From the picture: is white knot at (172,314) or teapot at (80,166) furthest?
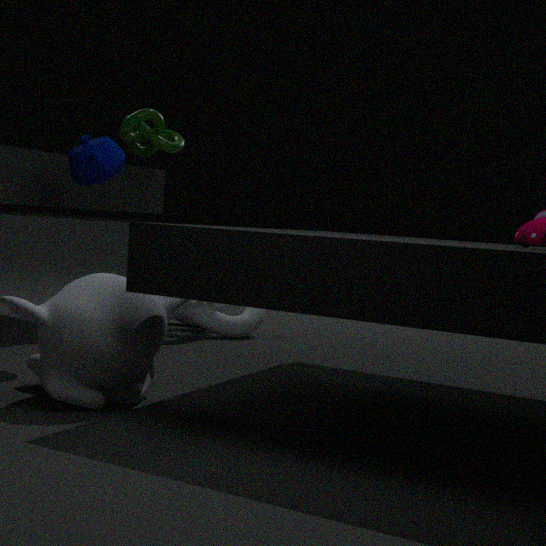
white knot at (172,314)
